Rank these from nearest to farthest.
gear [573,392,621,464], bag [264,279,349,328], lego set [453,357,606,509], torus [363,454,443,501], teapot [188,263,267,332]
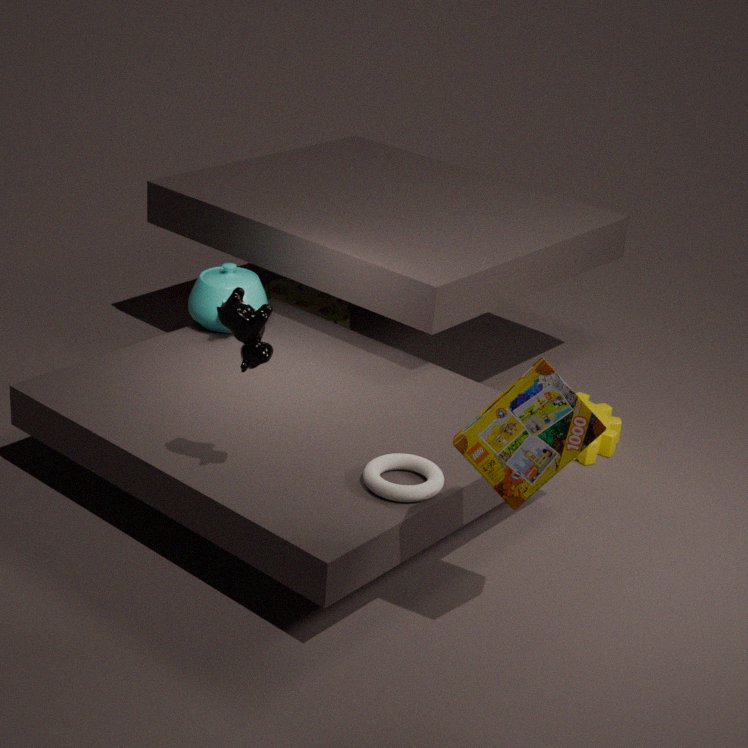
lego set [453,357,606,509] → torus [363,454,443,501] → teapot [188,263,267,332] → gear [573,392,621,464] → bag [264,279,349,328]
